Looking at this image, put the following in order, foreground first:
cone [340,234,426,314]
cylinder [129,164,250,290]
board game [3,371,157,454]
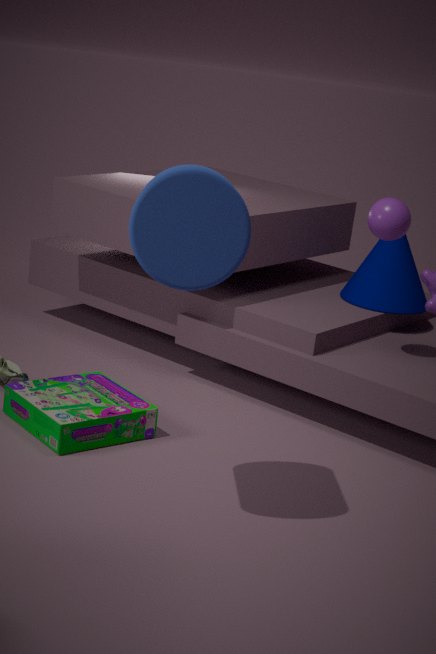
1. cylinder [129,164,250,290]
2. board game [3,371,157,454]
3. cone [340,234,426,314]
